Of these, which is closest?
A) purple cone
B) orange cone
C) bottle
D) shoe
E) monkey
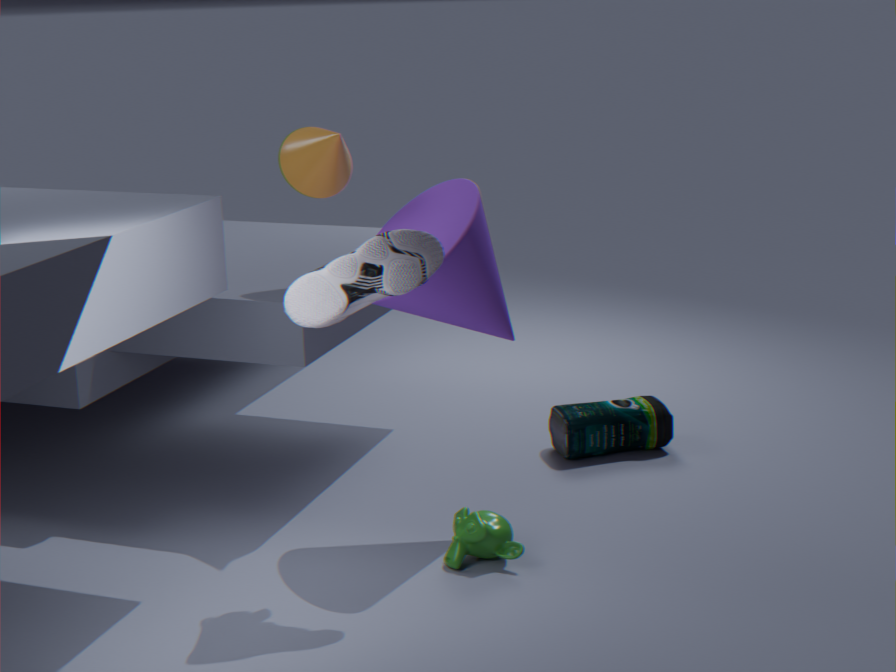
shoe
